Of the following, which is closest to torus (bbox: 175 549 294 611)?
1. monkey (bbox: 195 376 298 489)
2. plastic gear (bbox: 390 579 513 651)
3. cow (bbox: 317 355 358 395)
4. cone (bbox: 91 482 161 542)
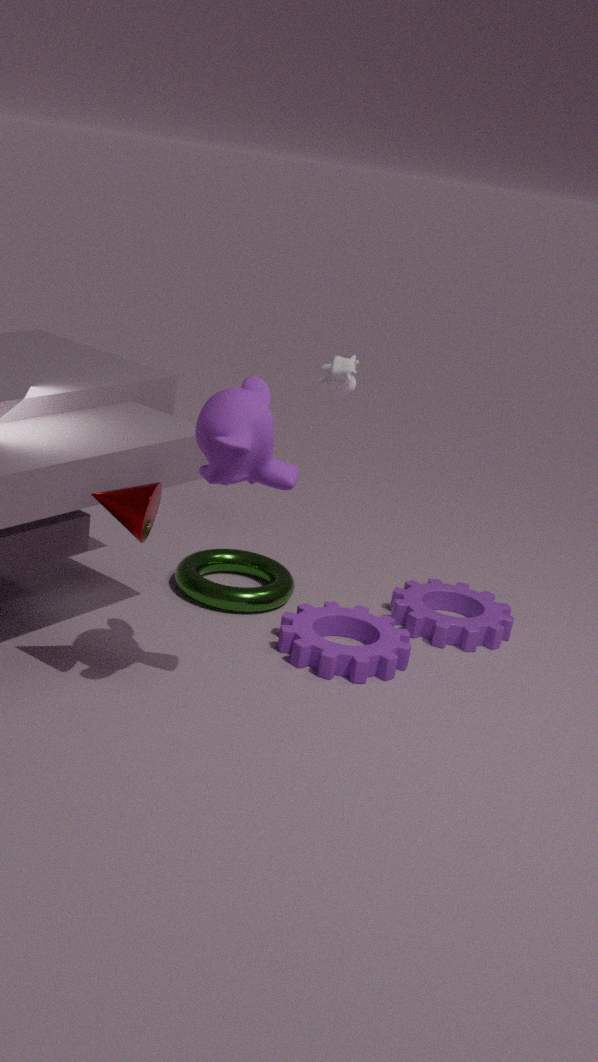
plastic gear (bbox: 390 579 513 651)
